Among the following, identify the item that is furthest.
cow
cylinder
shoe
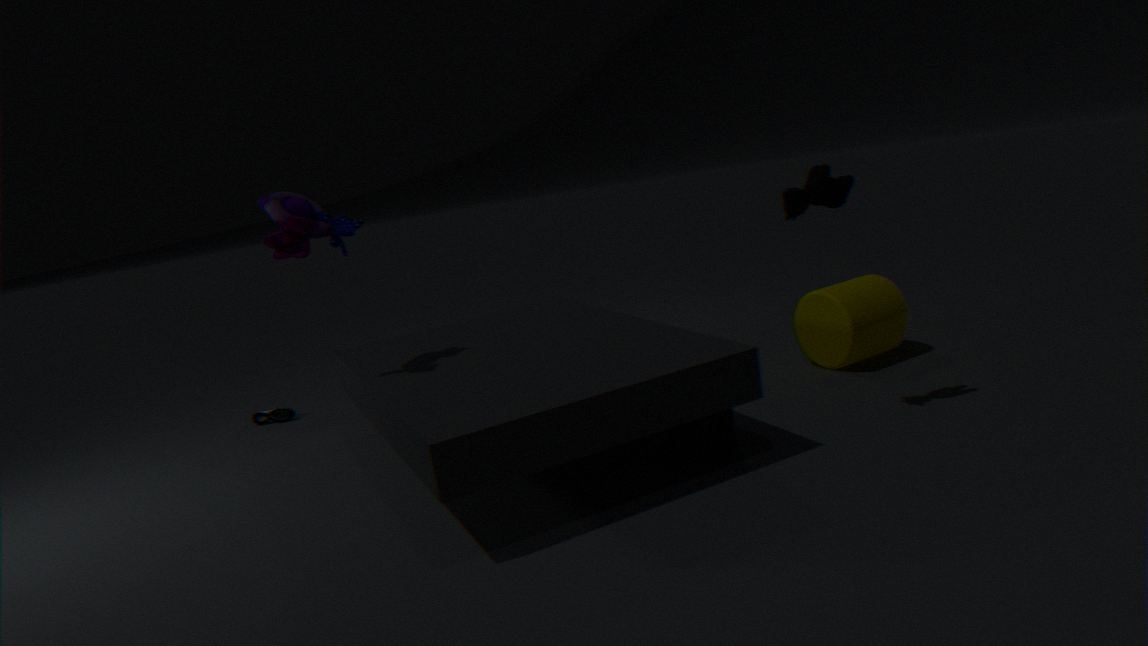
shoe
